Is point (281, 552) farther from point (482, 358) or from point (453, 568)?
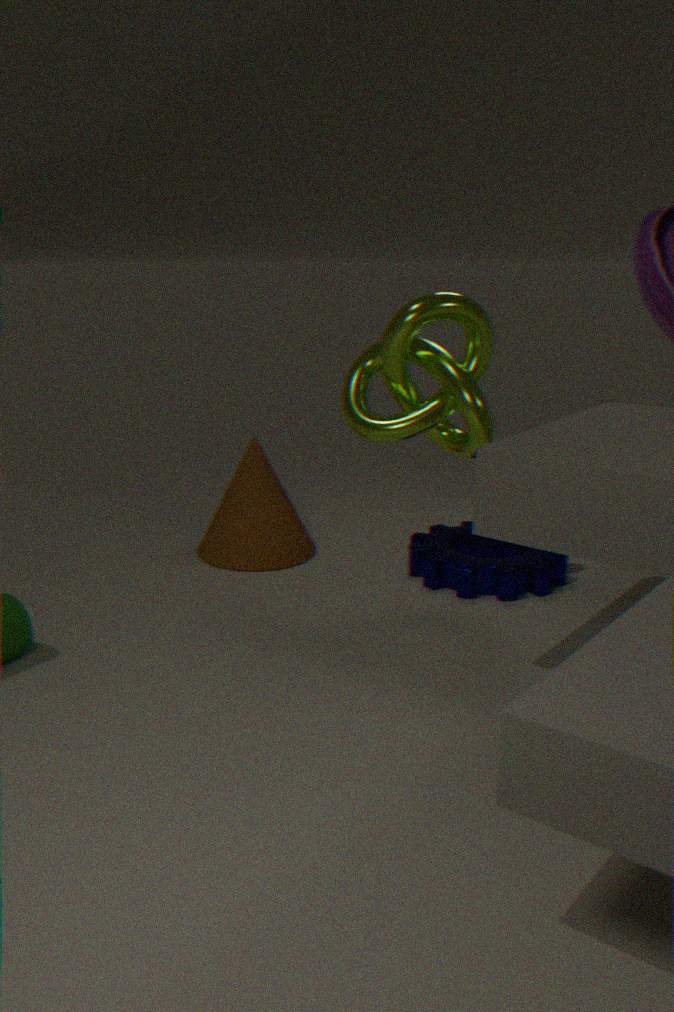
point (482, 358)
